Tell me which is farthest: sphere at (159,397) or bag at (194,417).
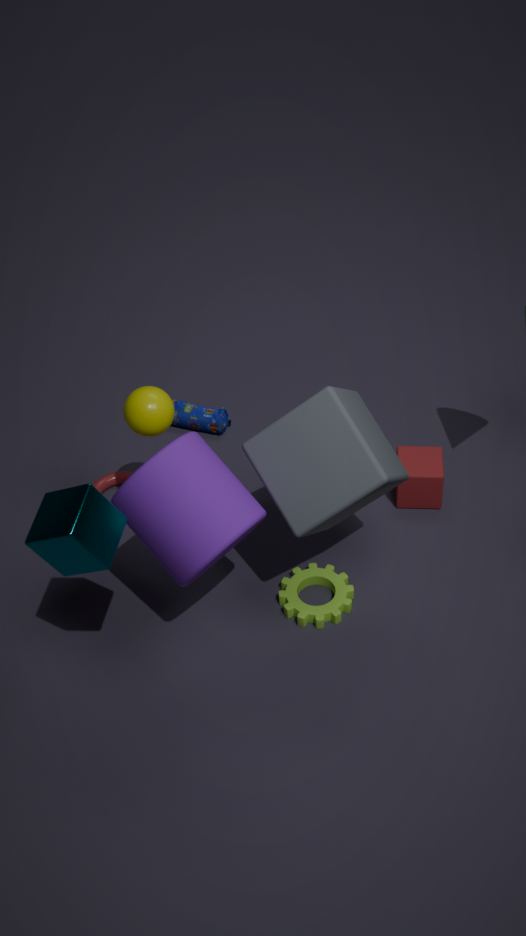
bag at (194,417)
